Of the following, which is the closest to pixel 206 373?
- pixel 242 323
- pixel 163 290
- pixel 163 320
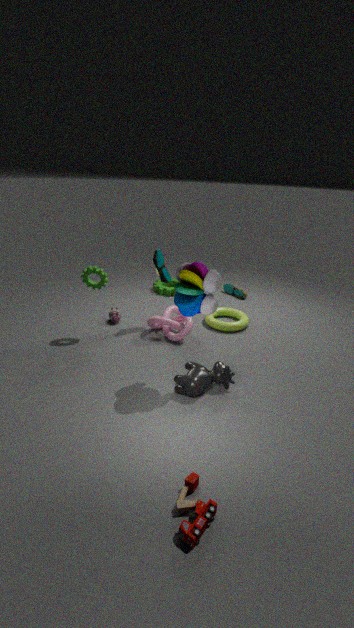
pixel 163 320
